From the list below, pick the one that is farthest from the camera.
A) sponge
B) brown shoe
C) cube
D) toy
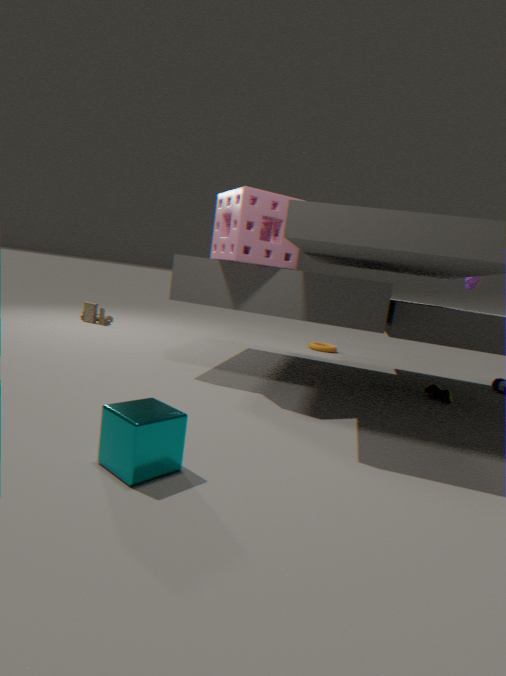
toy
